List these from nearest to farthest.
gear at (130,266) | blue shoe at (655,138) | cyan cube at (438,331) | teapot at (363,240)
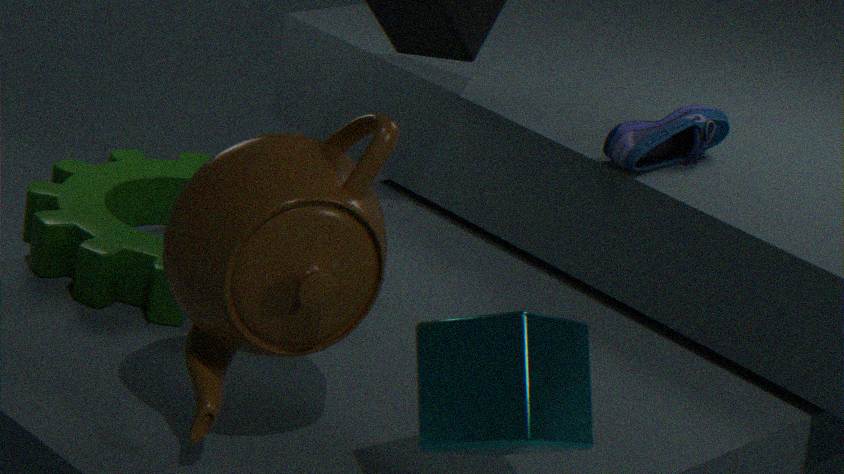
cyan cube at (438,331) < teapot at (363,240) < gear at (130,266) < blue shoe at (655,138)
